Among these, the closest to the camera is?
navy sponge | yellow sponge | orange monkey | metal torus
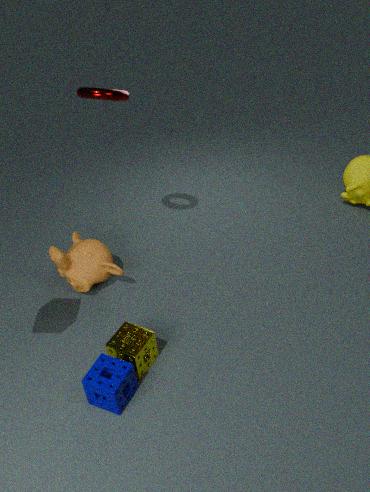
navy sponge
